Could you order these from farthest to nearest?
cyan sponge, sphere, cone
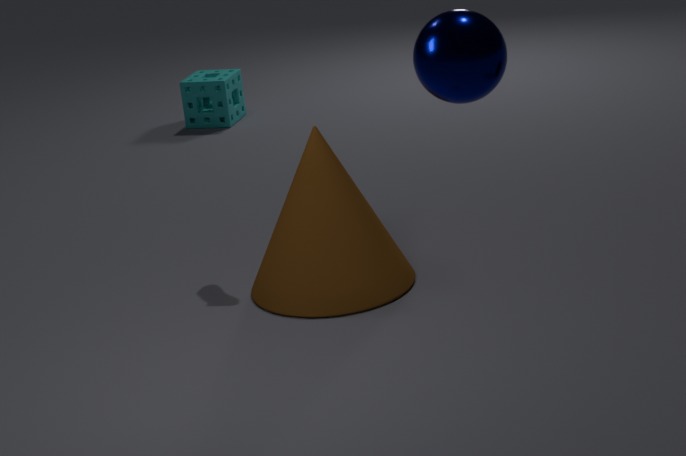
cyan sponge, cone, sphere
